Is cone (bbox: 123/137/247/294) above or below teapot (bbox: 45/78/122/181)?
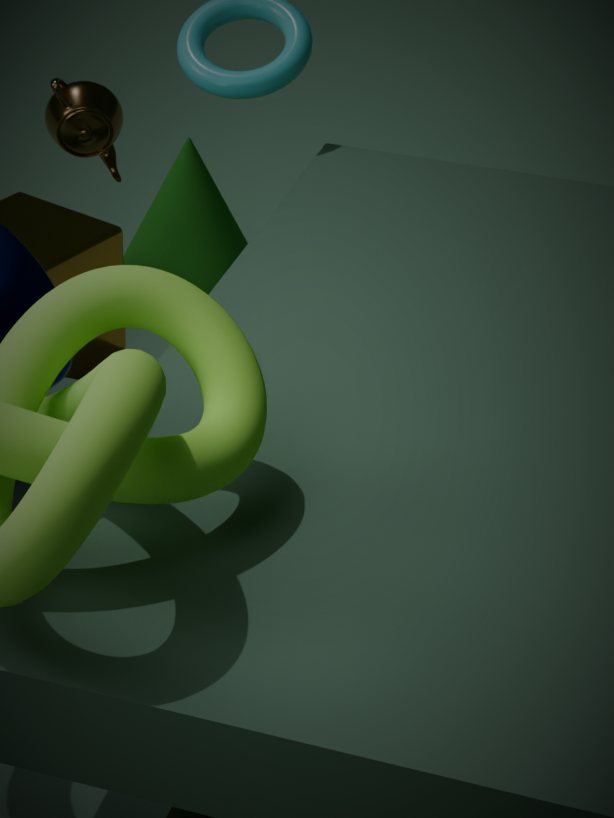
below
